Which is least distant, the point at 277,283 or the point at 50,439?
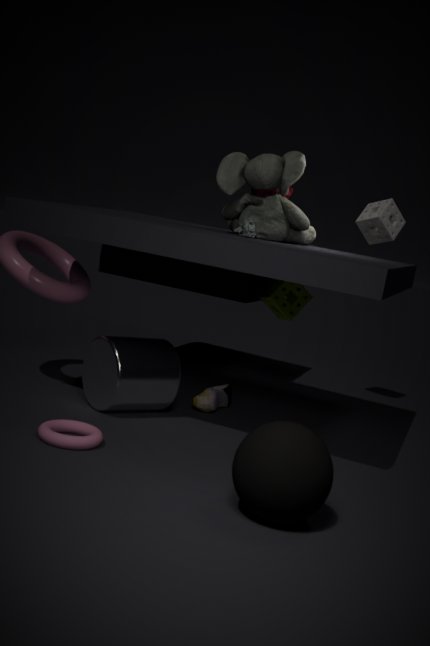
the point at 50,439
